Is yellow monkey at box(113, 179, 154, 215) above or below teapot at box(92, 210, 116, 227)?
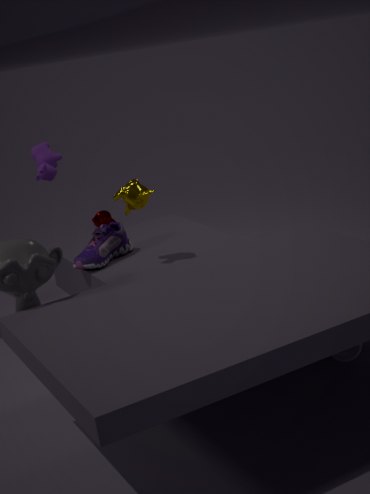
above
